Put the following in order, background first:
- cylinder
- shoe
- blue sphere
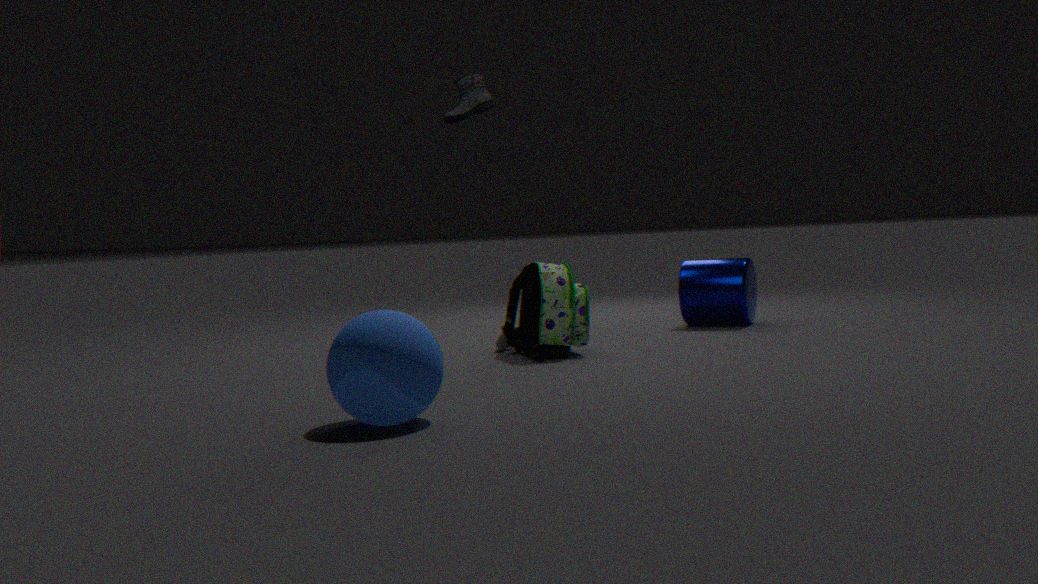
cylinder < shoe < blue sphere
